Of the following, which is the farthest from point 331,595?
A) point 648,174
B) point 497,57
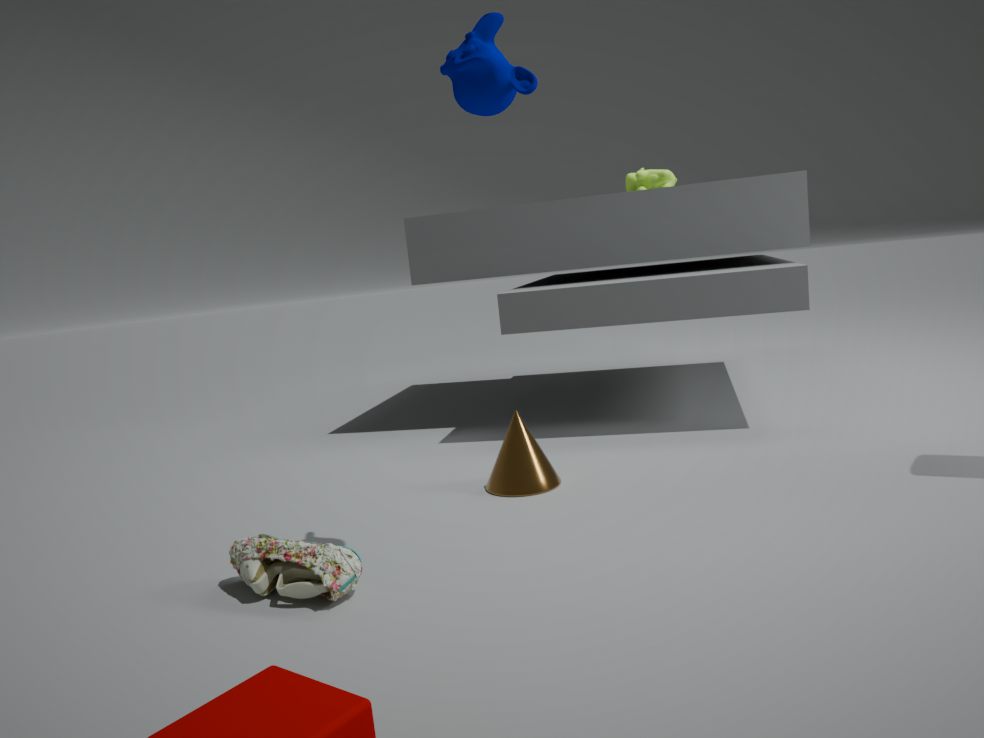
point 648,174
